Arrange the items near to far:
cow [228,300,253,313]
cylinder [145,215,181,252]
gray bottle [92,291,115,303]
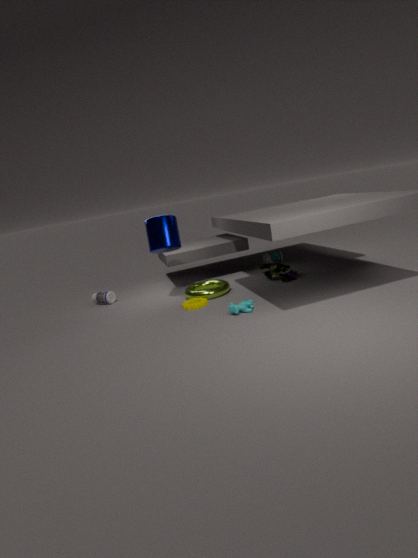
cow [228,300,253,313] < cylinder [145,215,181,252] < gray bottle [92,291,115,303]
